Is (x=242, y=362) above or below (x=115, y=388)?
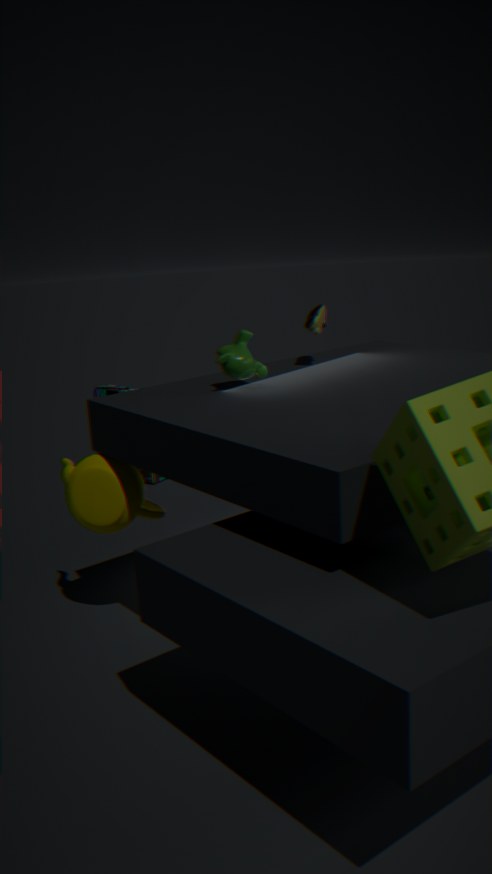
above
